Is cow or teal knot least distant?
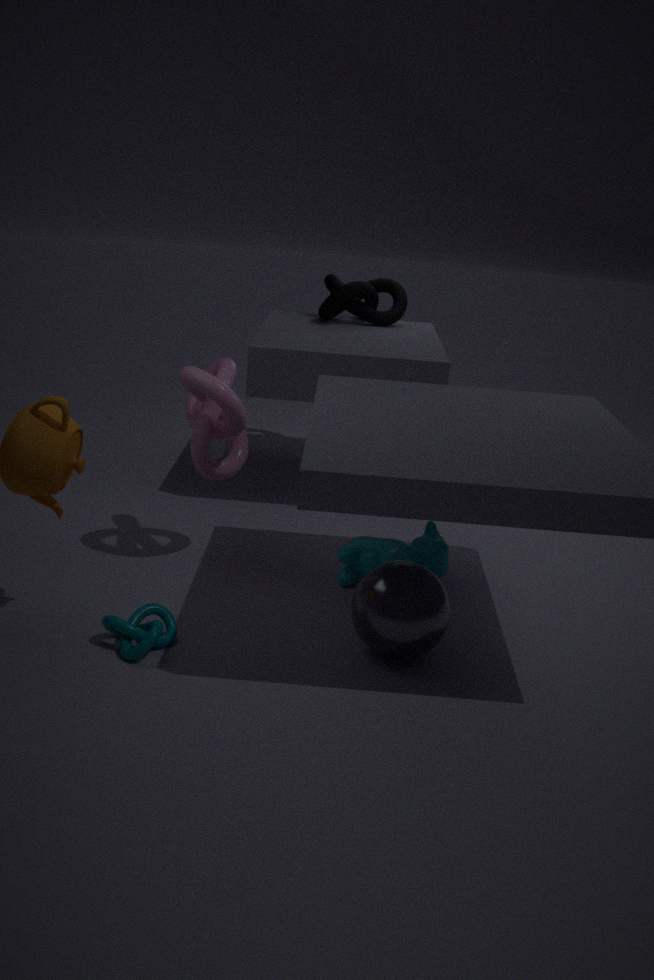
teal knot
